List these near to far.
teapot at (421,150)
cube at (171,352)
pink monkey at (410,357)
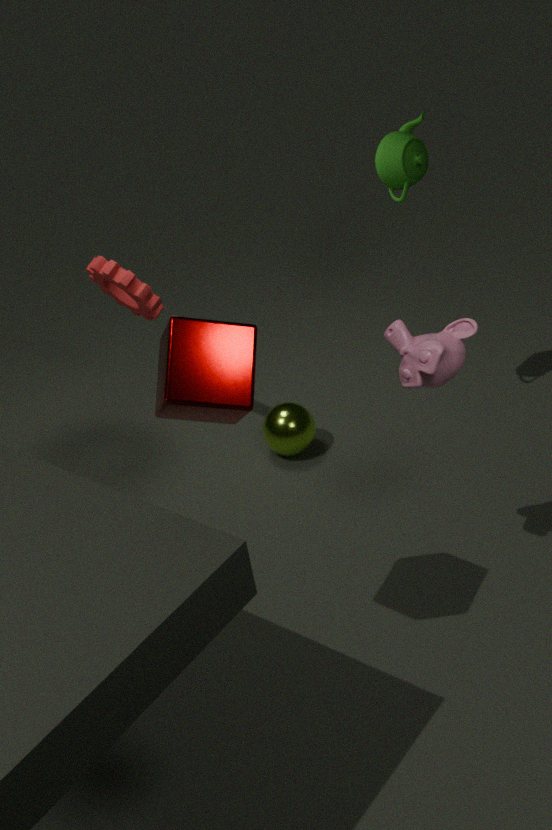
1. cube at (171,352)
2. pink monkey at (410,357)
3. teapot at (421,150)
